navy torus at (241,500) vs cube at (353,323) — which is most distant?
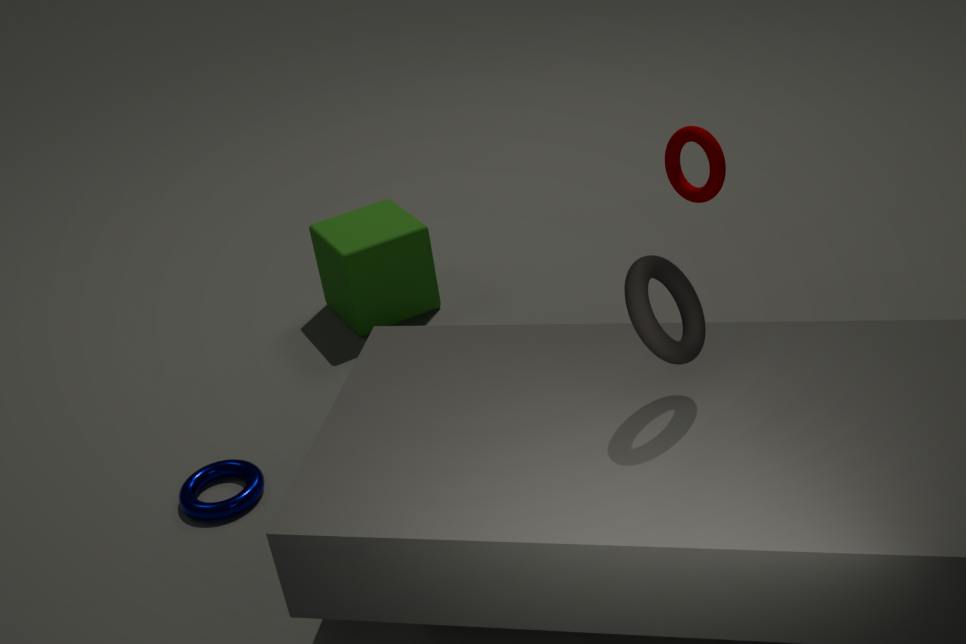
cube at (353,323)
